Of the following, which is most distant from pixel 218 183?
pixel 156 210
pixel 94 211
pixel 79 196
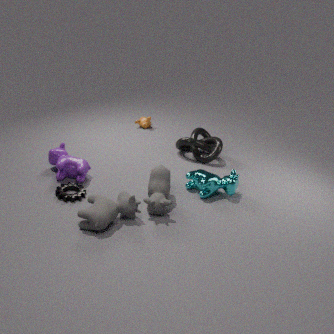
pixel 79 196
